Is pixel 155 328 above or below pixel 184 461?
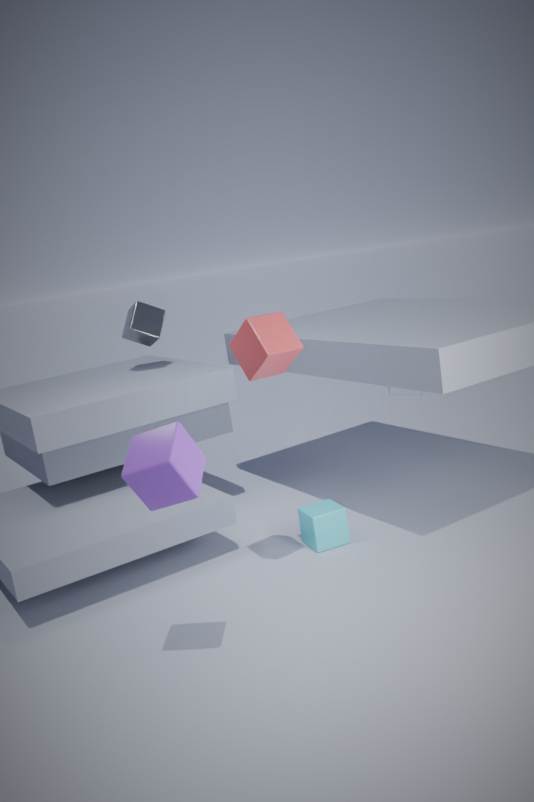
above
